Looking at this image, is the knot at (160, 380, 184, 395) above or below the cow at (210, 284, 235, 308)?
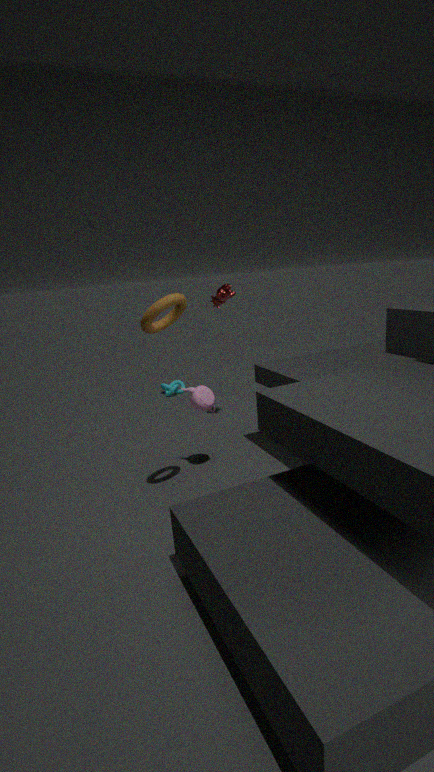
below
